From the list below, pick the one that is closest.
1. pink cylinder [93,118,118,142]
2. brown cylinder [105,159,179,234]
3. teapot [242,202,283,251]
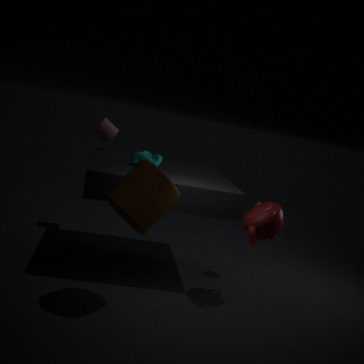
brown cylinder [105,159,179,234]
